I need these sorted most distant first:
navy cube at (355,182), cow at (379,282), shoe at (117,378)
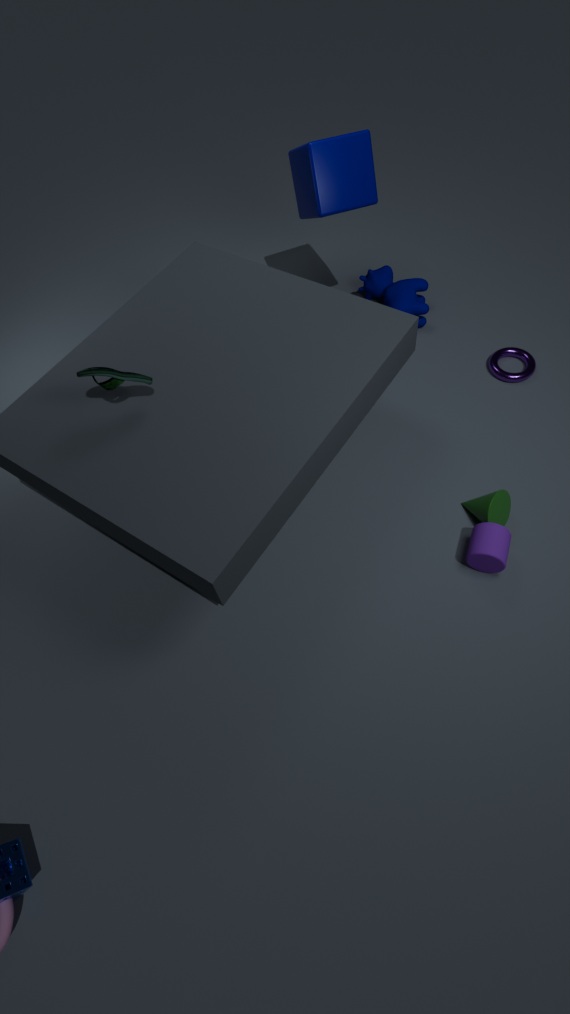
cow at (379,282) → navy cube at (355,182) → shoe at (117,378)
